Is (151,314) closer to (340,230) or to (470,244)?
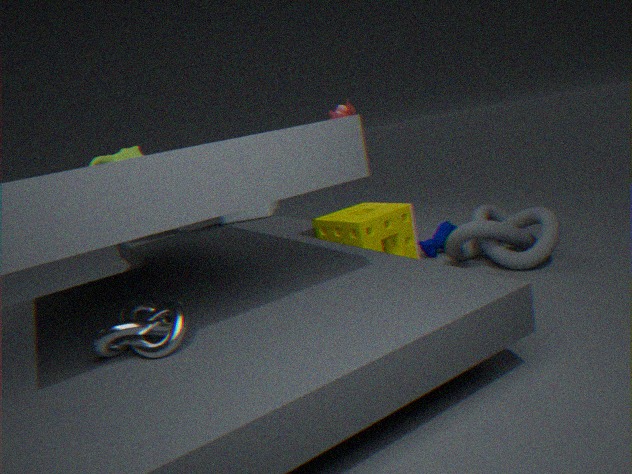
(340,230)
